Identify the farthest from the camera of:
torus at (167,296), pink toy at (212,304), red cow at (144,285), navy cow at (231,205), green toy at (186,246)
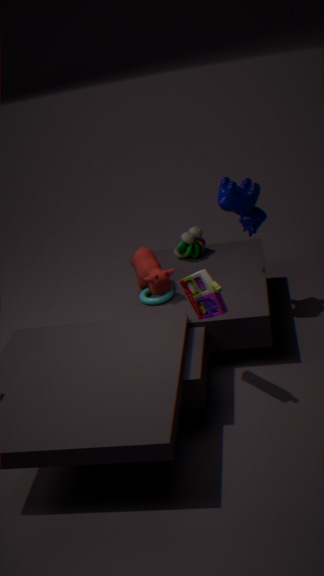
green toy at (186,246)
